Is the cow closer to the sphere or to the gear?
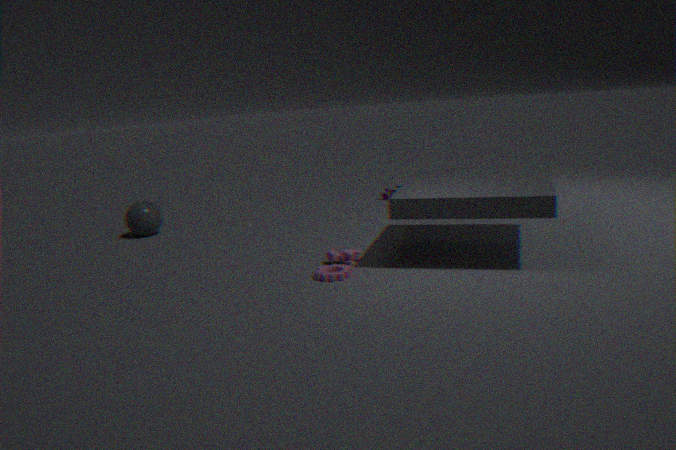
the gear
